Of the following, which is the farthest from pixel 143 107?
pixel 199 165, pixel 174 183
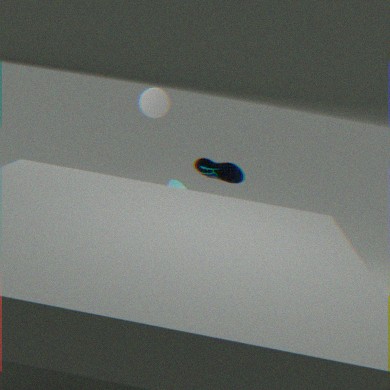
pixel 174 183
